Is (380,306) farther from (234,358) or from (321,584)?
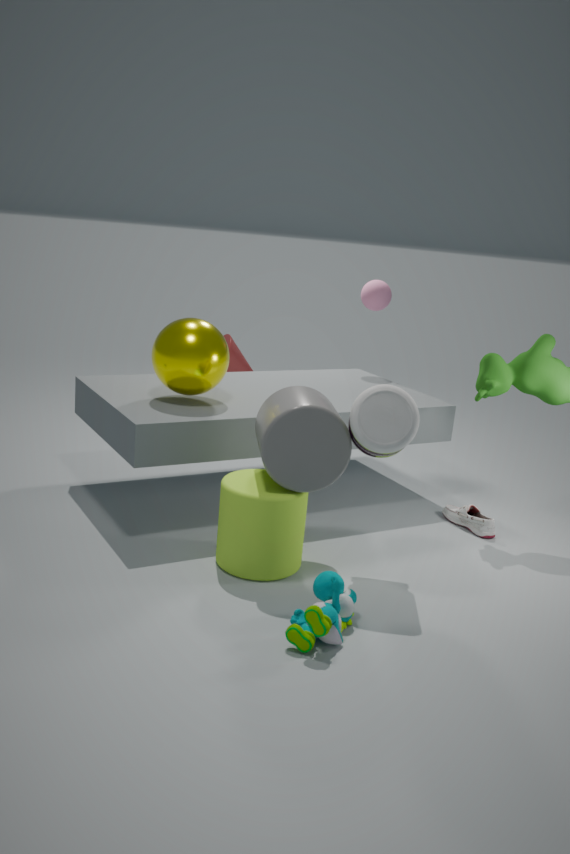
(321,584)
